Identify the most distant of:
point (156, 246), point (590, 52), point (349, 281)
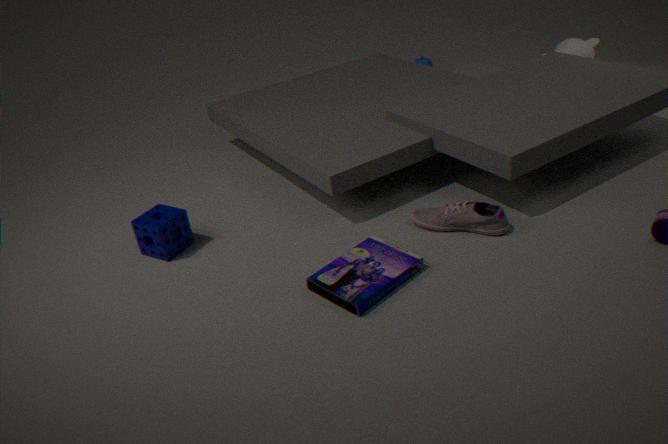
point (590, 52)
